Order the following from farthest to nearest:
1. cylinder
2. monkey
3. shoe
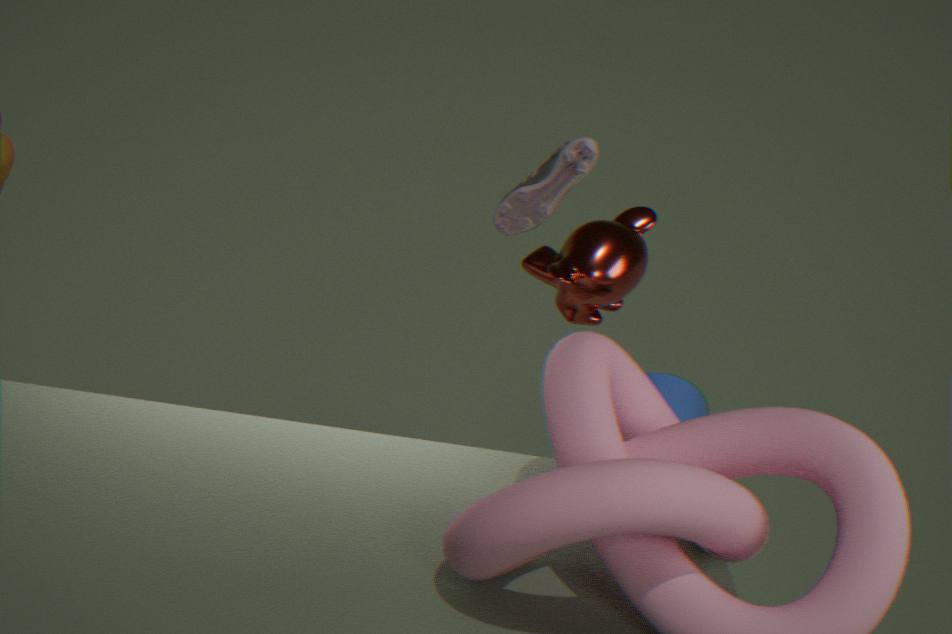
cylinder
monkey
shoe
